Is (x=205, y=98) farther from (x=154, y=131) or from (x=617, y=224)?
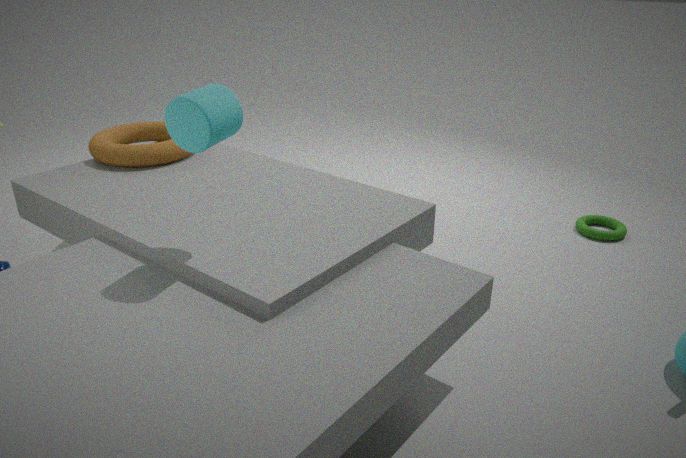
(x=617, y=224)
